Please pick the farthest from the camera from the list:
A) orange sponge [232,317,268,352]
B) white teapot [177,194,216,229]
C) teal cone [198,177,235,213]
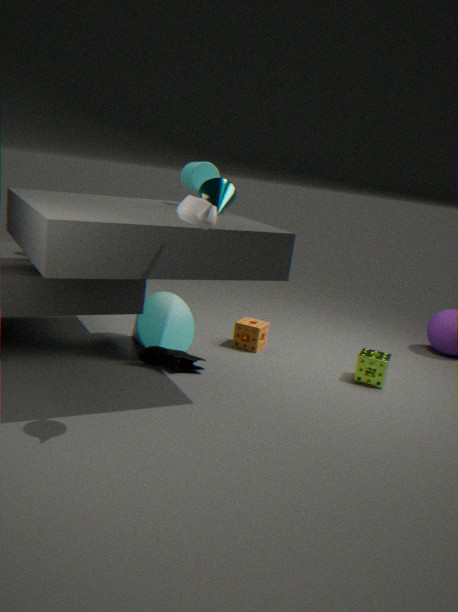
orange sponge [232,317,268,352]
